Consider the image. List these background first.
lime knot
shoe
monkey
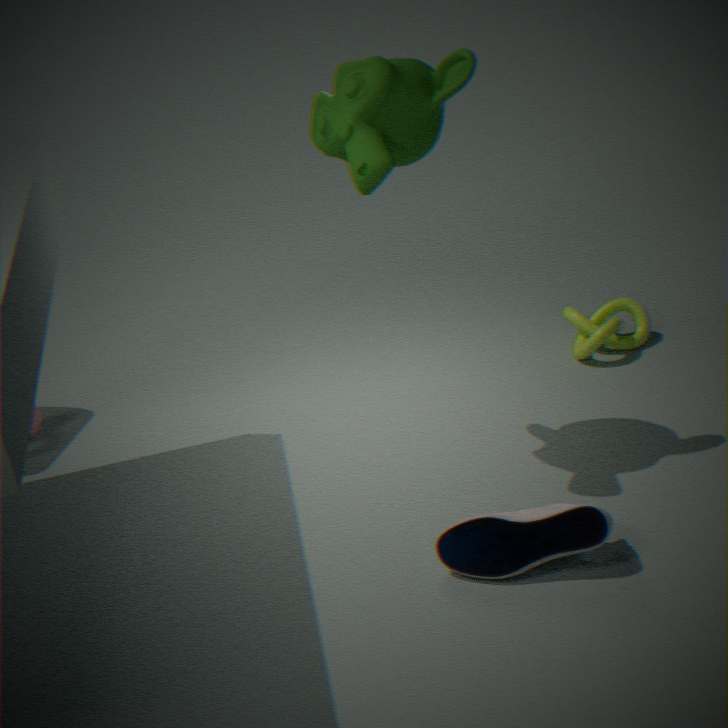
lime knot, monkey, shoe
